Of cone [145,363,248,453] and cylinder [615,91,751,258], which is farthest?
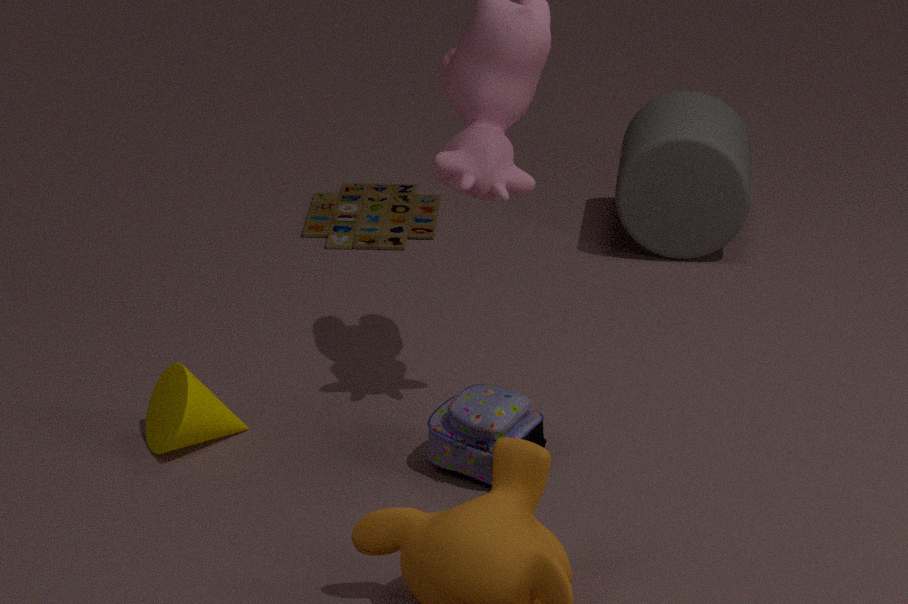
cylinder [615,91,751,258]
